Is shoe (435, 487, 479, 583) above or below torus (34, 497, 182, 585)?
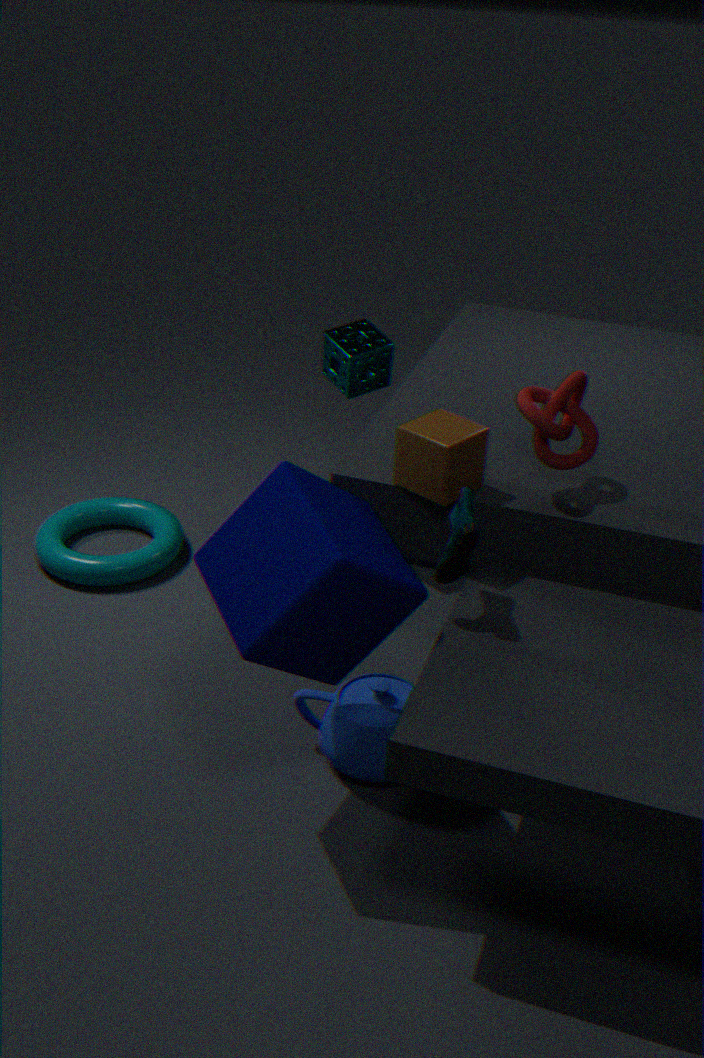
above
